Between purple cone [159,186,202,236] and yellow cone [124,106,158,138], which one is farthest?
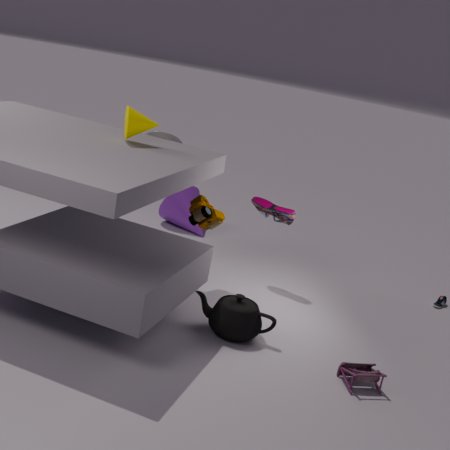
purple cone [159,186,202,236]
